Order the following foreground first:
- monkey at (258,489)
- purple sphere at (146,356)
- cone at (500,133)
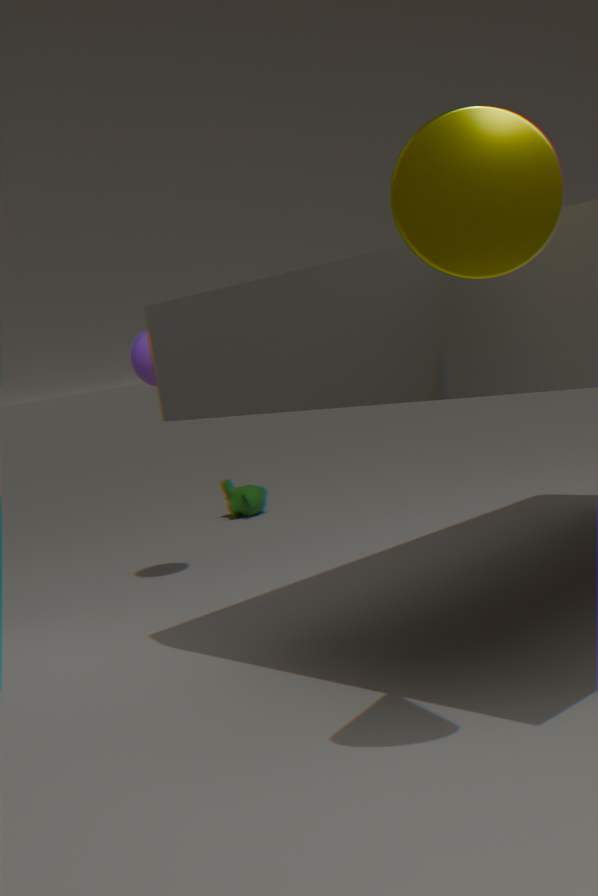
cone at (500,133)
purple sphere at (146,356)
monkey at (258,489)
